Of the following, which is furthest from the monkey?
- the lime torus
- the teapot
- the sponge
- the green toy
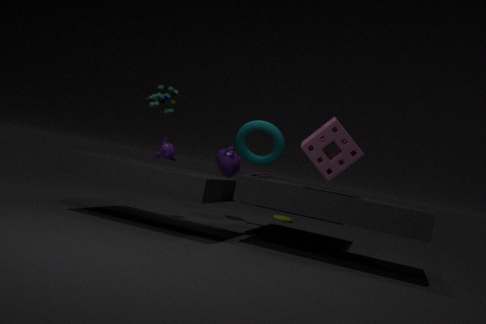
the lime torus
